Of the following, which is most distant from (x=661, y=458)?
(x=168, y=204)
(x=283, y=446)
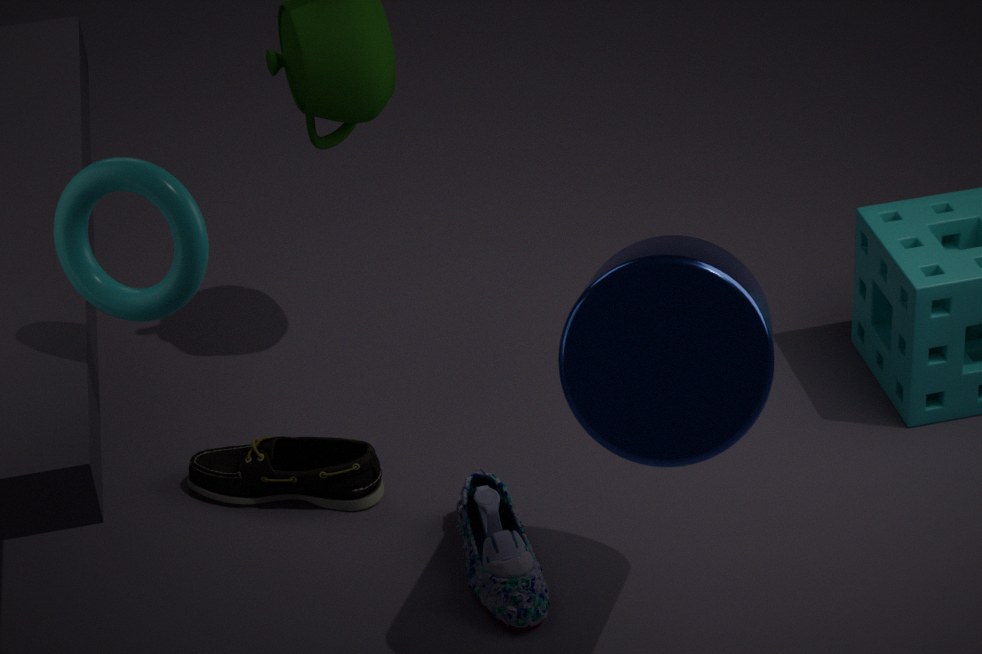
(x=283, y=446)
